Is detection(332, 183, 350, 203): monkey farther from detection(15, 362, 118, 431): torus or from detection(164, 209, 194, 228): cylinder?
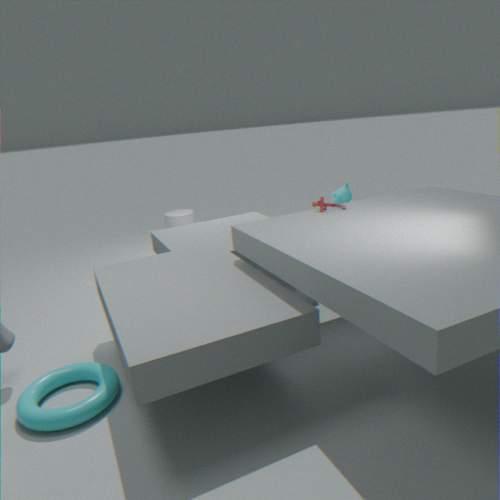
detection(15, 362, 118, 431): torus
